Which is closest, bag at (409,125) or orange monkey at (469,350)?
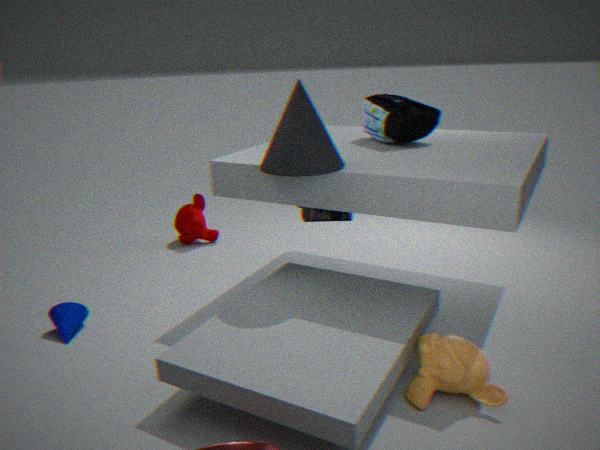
orange monkey at (469,350)
